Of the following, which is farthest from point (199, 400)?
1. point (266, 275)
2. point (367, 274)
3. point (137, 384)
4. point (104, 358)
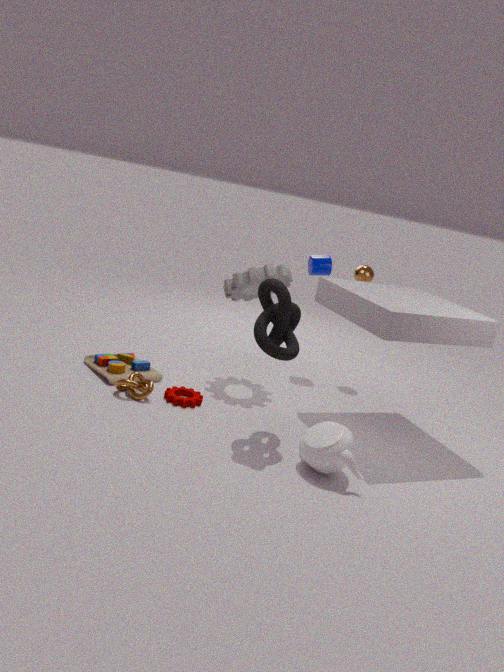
point (367, 274)
